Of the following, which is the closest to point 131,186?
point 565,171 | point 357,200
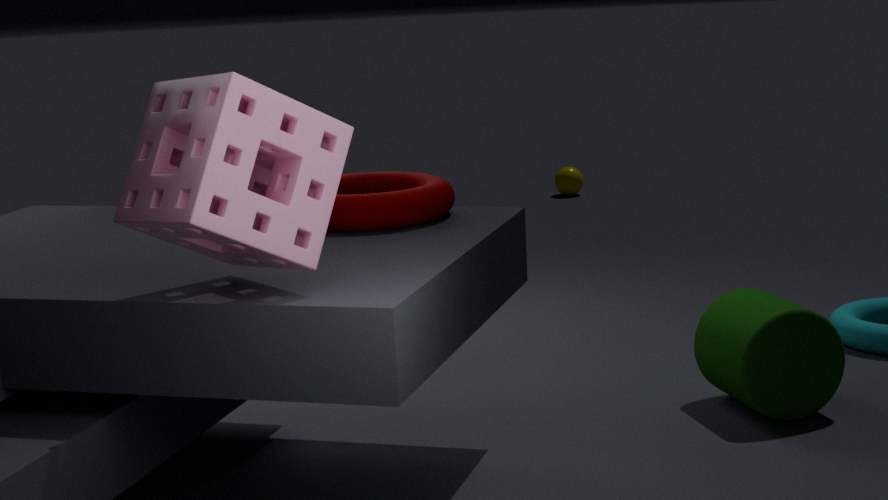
point 357,200
